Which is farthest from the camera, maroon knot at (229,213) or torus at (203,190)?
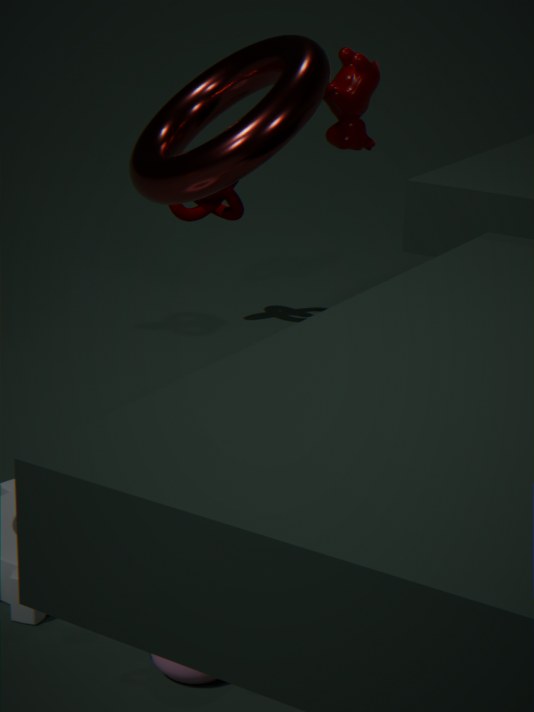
maroon knot at (229,213)
